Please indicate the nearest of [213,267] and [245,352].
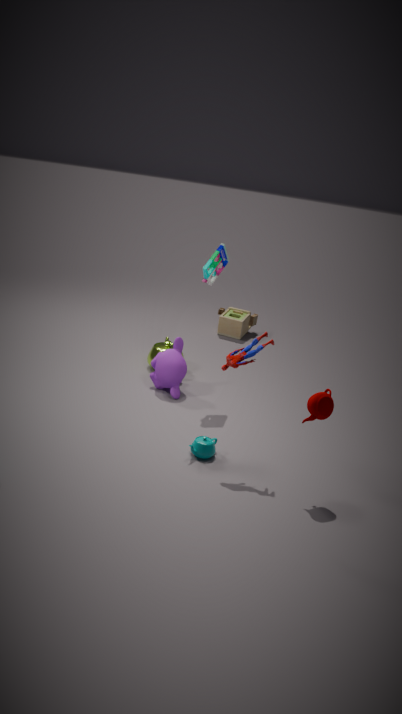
[245,352]
